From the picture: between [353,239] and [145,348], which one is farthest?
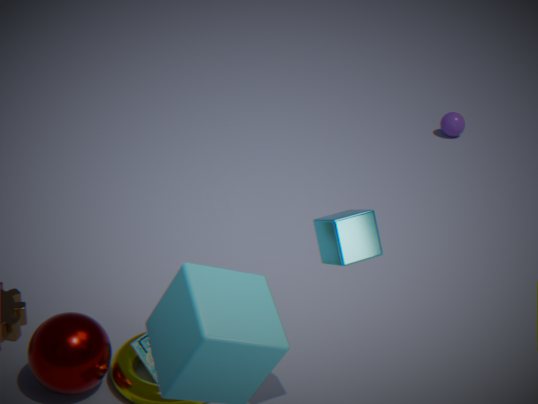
[145,348]
